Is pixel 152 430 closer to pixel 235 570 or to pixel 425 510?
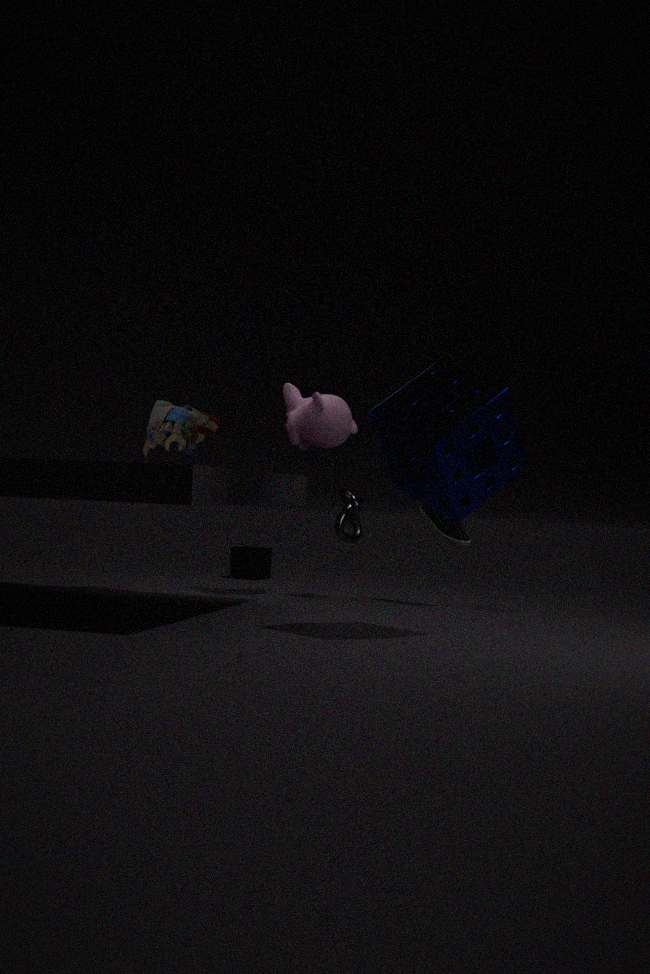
pixel 425 510
